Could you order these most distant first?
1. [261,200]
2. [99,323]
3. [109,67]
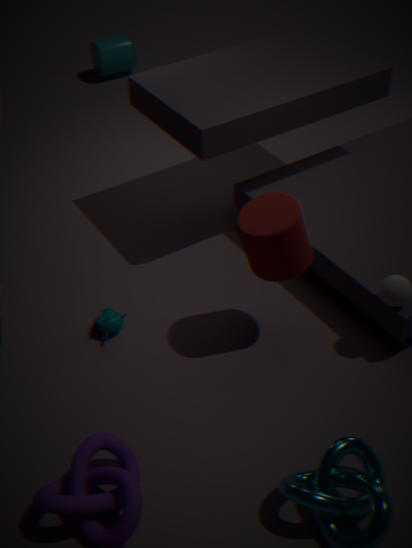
[109,67] < [99,323] < [261,200]
